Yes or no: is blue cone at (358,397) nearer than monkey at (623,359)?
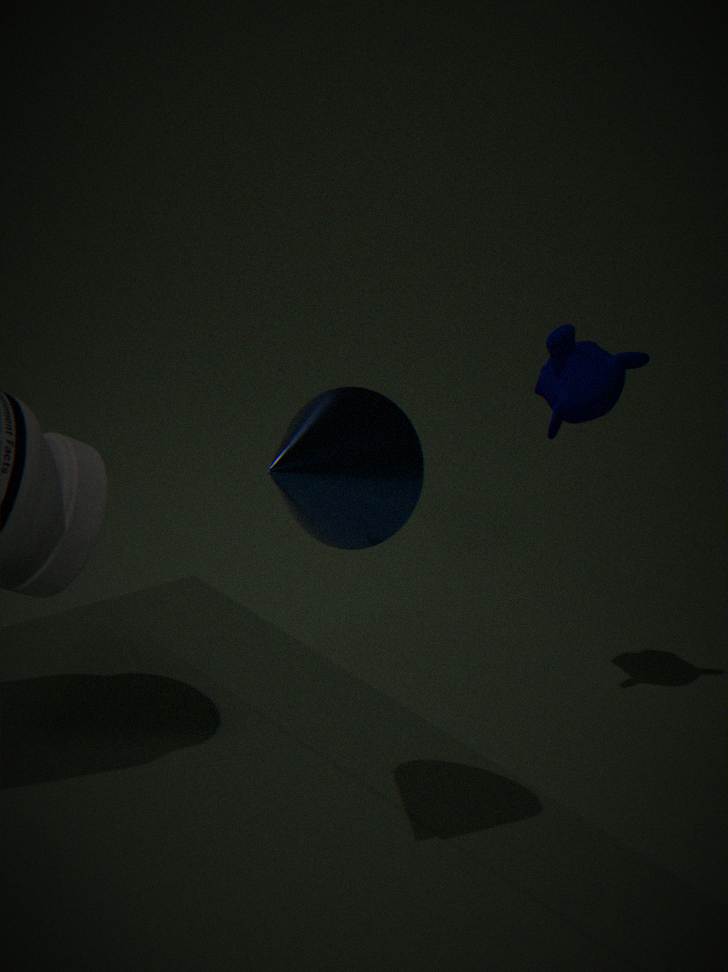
Yes
